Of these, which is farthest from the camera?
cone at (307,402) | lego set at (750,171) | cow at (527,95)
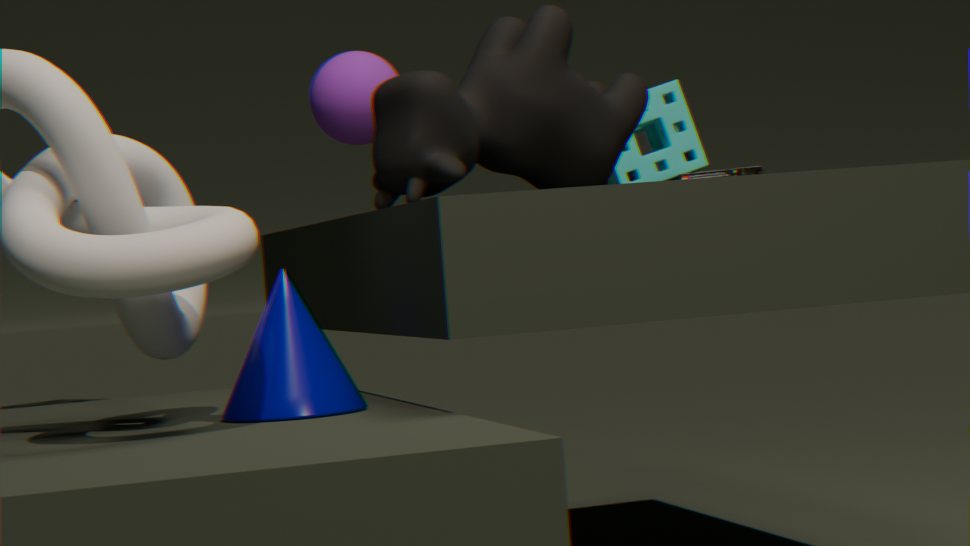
lego set at (750,171)
